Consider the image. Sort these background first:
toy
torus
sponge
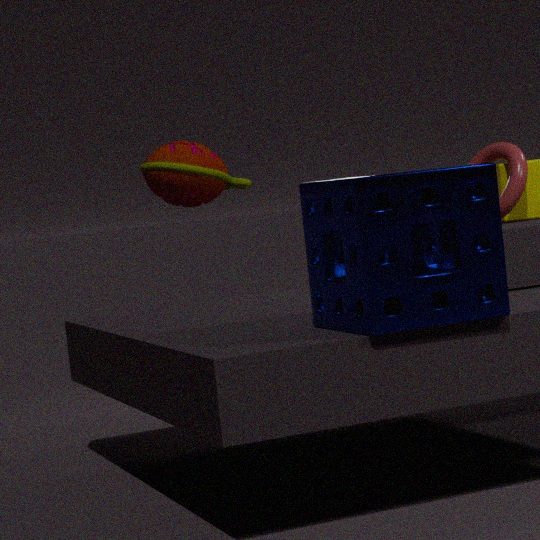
1. toy
2. torus
3. sponge
